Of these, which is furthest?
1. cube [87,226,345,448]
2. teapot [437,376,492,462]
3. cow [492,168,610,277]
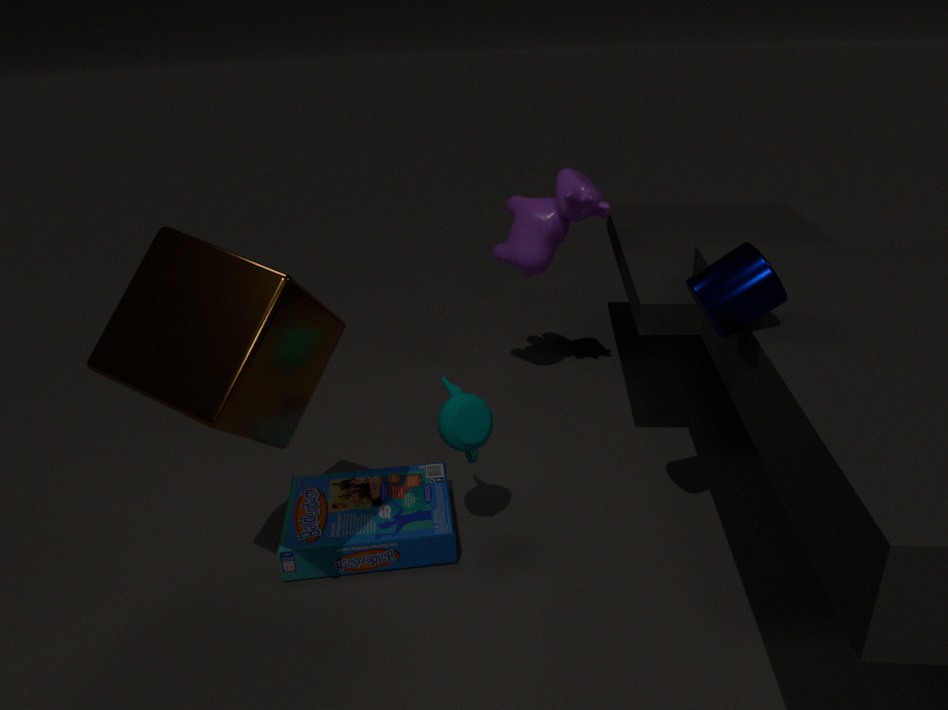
cow [492,168,610,277]
